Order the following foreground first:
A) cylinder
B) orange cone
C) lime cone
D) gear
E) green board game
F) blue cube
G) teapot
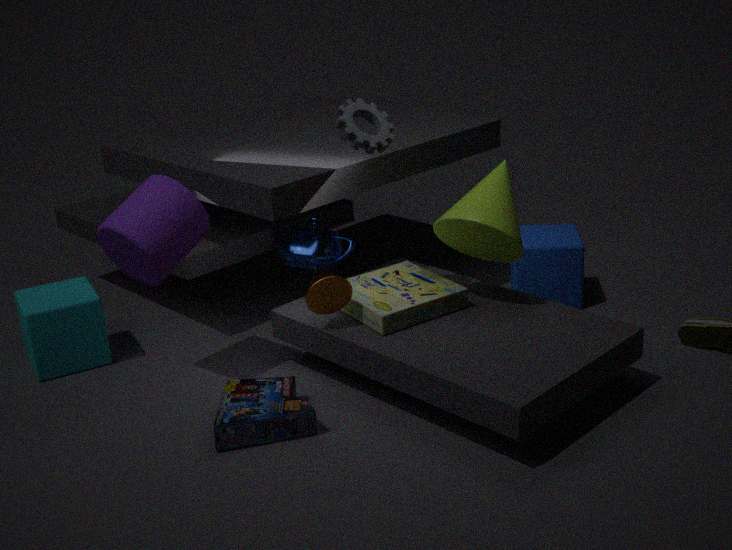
cylinder, gear, orange cone, lime cone, green board game, teapot, blue cube
